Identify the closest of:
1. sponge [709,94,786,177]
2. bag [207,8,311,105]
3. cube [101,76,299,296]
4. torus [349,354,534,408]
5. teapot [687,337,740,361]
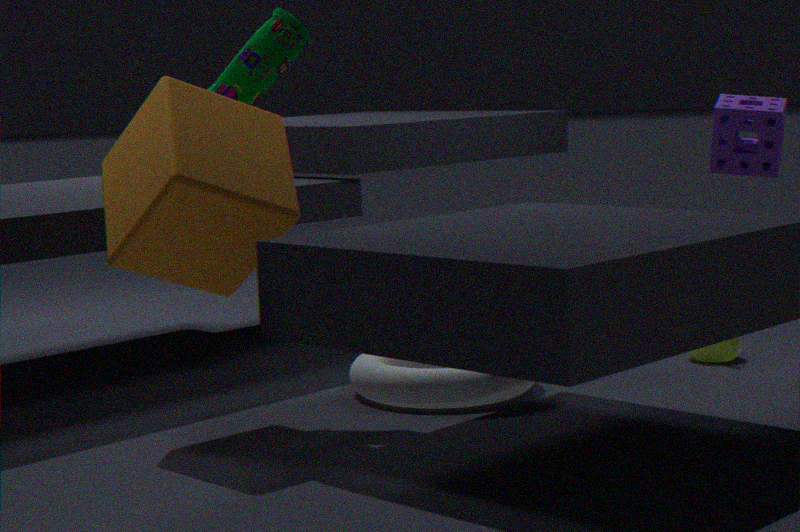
cube [101,76,299,296]
